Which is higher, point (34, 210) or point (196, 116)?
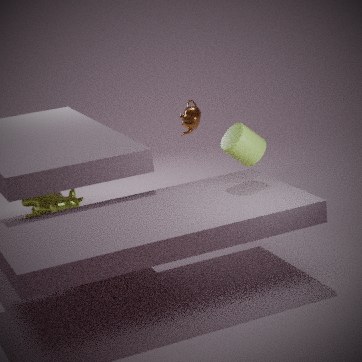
point (196, 116)
